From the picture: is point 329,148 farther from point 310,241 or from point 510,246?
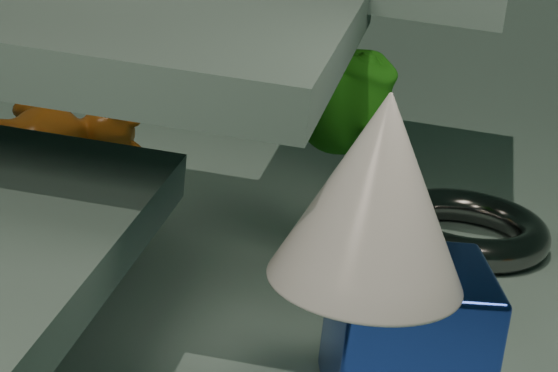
point 310,241
